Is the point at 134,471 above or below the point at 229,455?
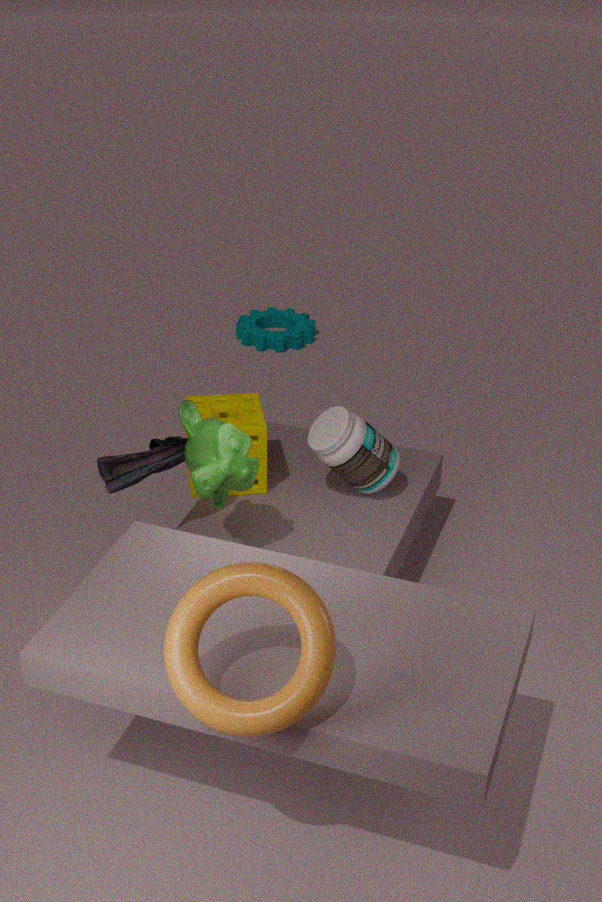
below
